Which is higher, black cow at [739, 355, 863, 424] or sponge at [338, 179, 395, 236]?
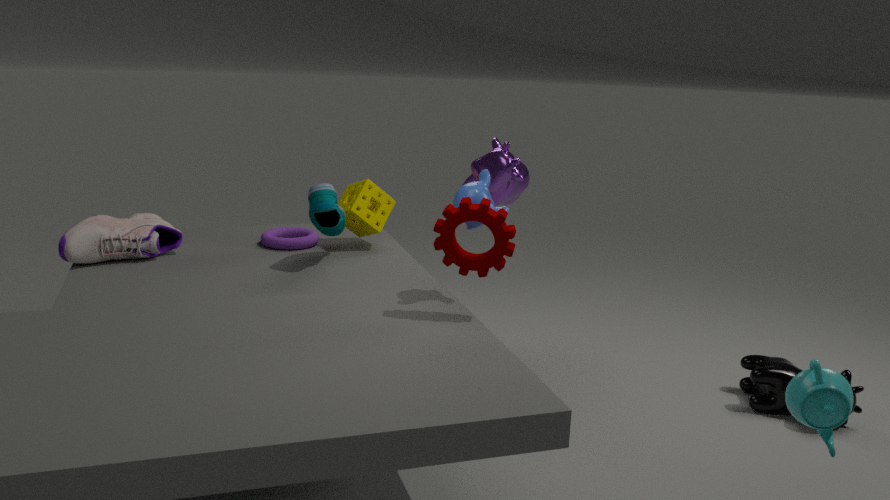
sponge at [338, 179, 395, 236]
